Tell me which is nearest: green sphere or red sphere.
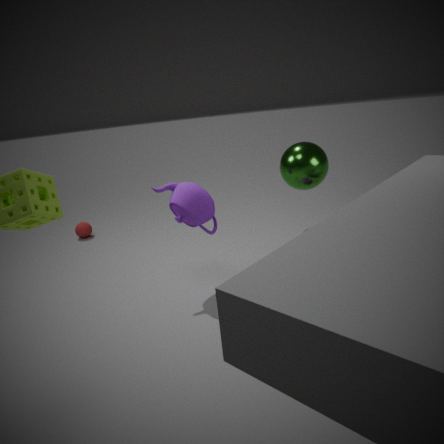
green sphere
